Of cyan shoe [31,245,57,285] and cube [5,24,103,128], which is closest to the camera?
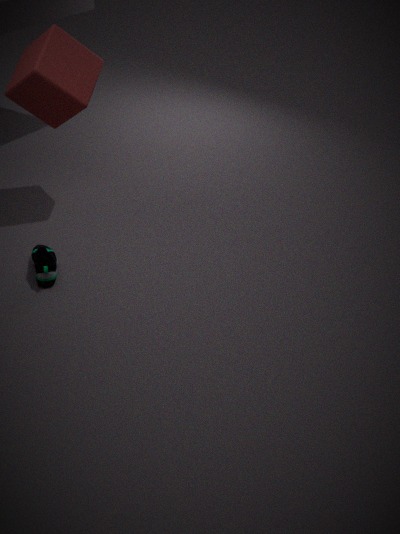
cyan shoe [31,245,57,285]
